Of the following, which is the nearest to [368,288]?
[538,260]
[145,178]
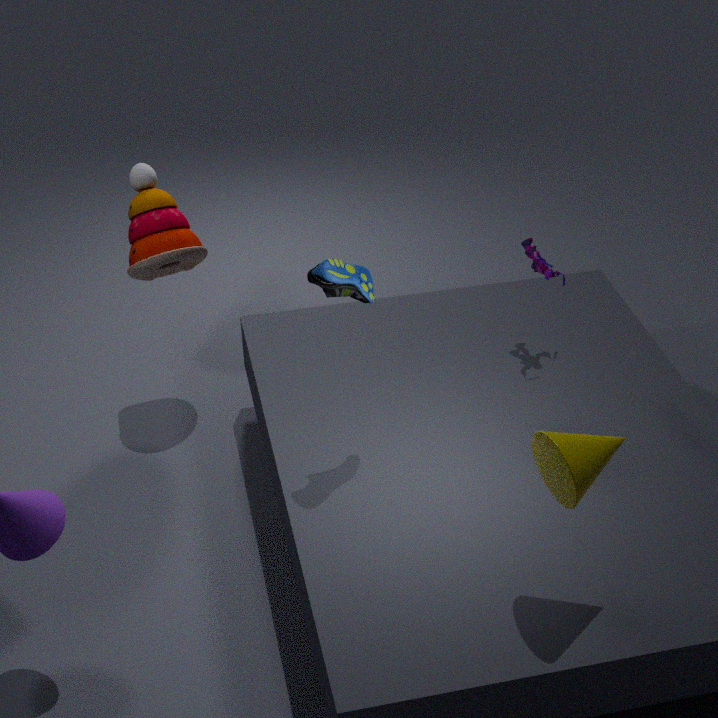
[538,260]
